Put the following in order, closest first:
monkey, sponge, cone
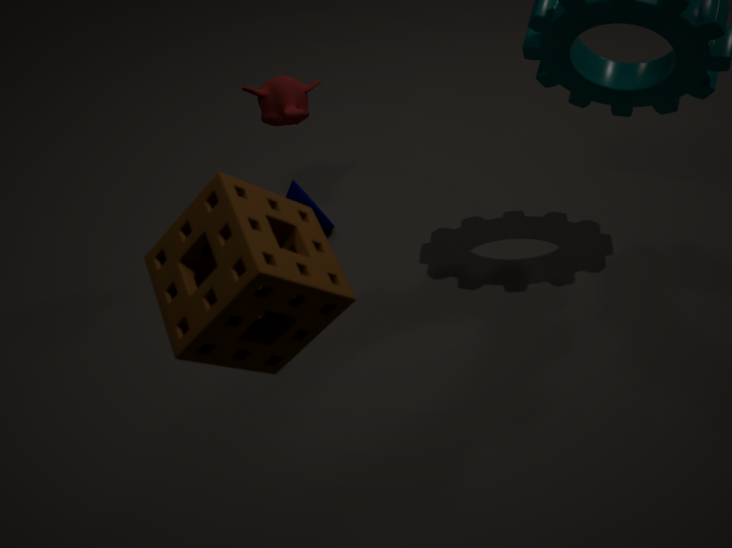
A: sponge → monkey → cone
